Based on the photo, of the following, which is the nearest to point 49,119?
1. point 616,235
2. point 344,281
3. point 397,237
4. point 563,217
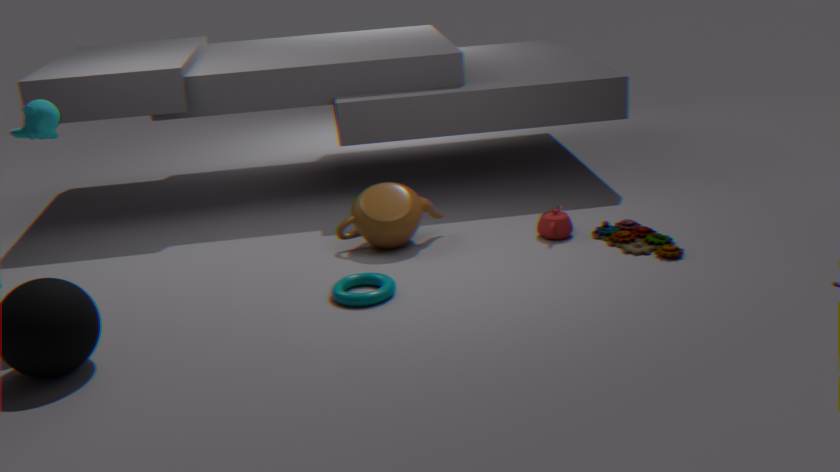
point 344,281
